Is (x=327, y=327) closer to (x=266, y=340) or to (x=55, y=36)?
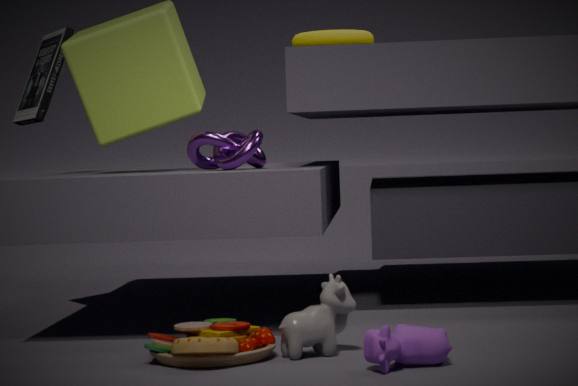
(x=266, y=340)
